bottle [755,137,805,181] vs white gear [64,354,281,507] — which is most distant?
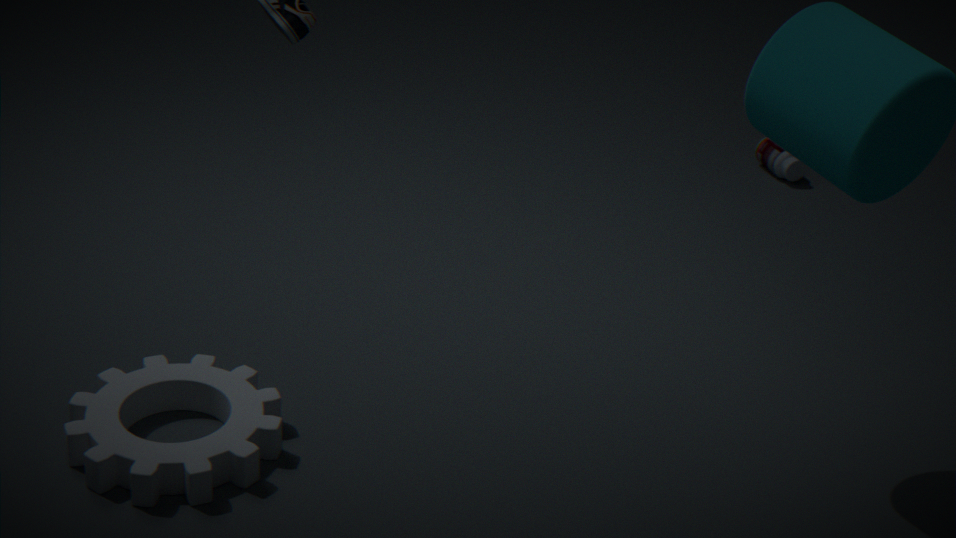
bottle [755,137,805,181]
